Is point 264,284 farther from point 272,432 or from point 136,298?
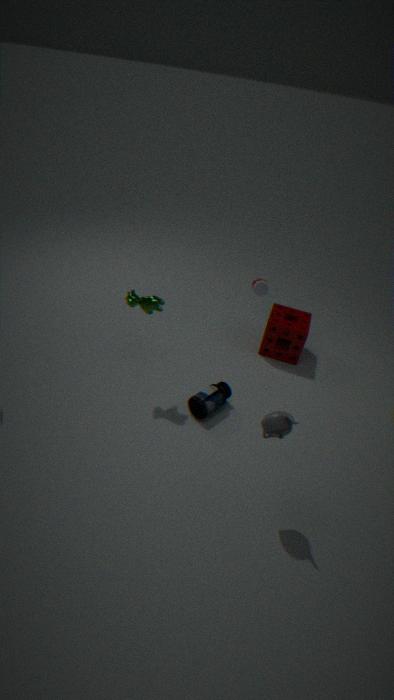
point 272,432
